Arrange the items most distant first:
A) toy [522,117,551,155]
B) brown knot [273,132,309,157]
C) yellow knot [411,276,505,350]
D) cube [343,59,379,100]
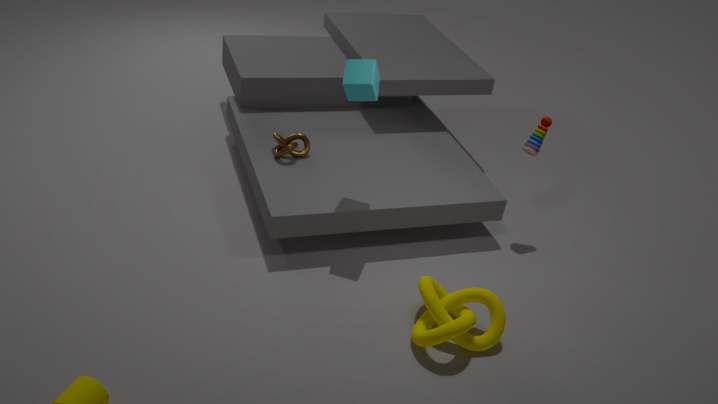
brown knot [273,132,309,157], toy [522,117,551,155], cube [343,59,379,100], yellow knot [411,276,505,350]
